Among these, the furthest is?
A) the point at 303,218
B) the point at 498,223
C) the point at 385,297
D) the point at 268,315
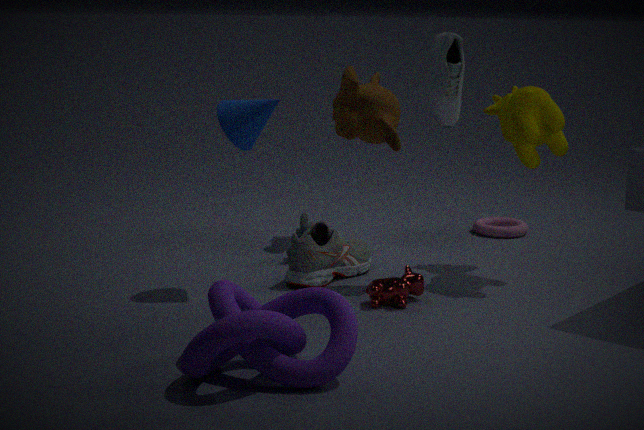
B. the point at 498,223
